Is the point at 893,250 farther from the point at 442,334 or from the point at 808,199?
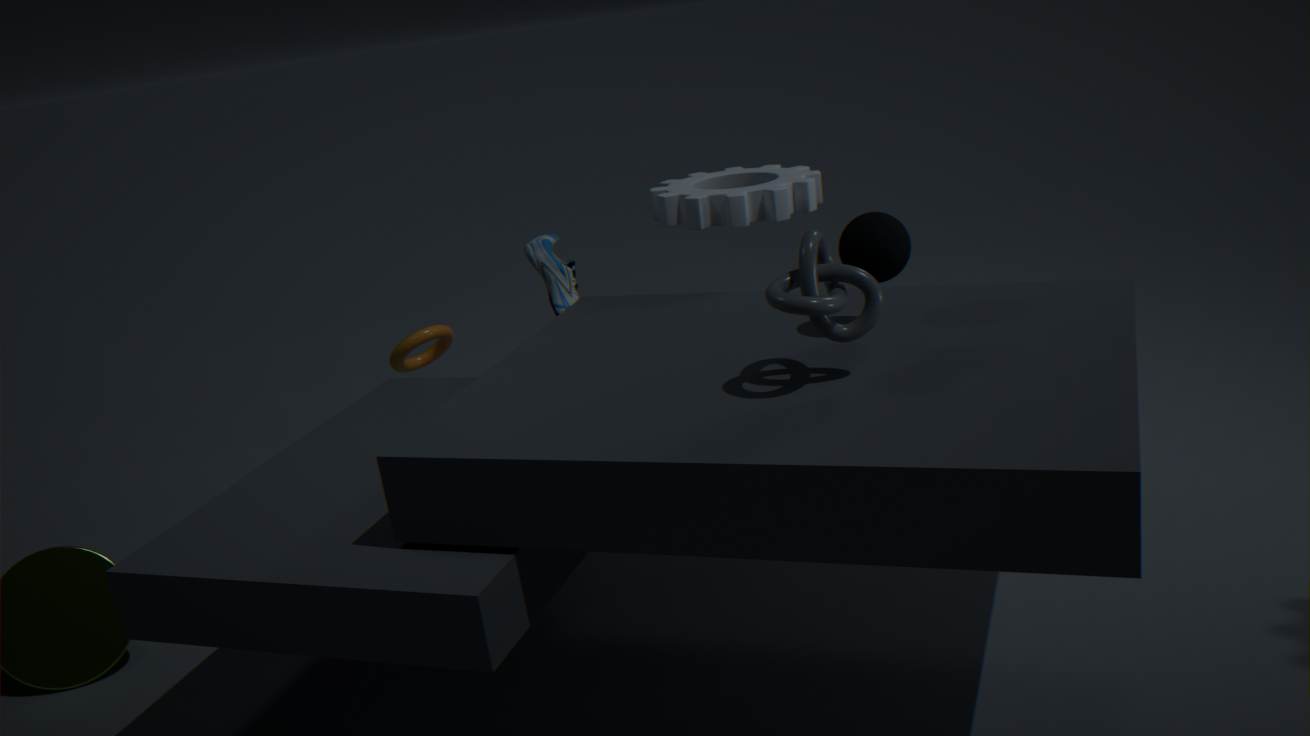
the point at 442,334
